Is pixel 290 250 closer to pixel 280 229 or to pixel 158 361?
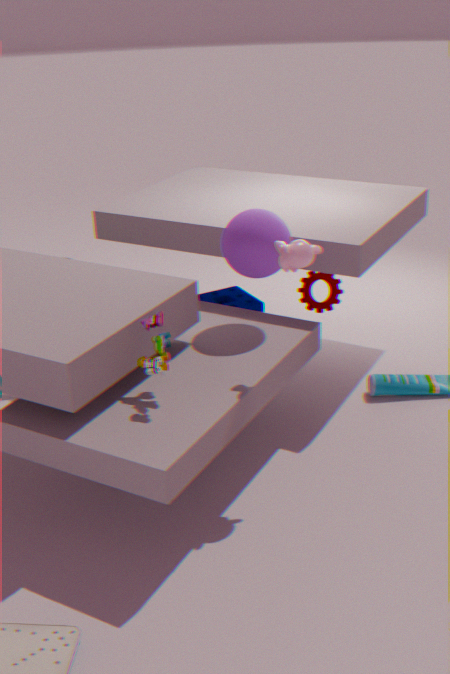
pixel 280 229
